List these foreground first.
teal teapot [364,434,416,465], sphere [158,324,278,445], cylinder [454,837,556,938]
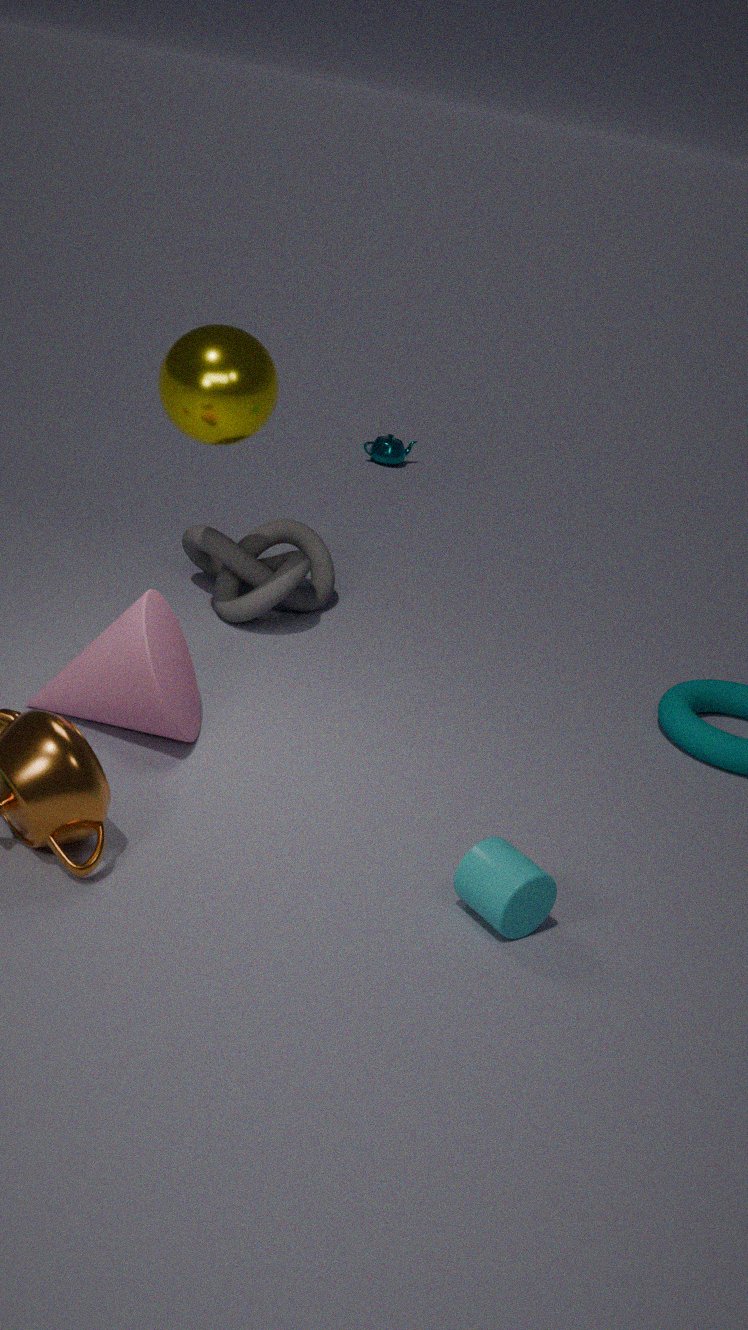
1. cylinder [454,837,556,938]
2. sphere [158,324,278,445]
3. teal teapot [364,434,416,465]
